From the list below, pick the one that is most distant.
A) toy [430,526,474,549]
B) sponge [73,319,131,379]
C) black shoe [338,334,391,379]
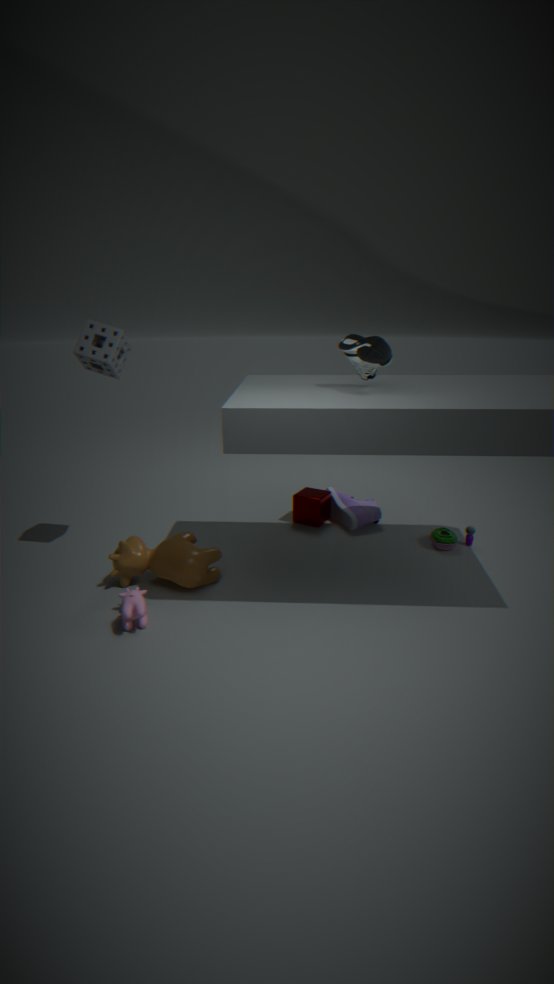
toy [430,526,474,549]
